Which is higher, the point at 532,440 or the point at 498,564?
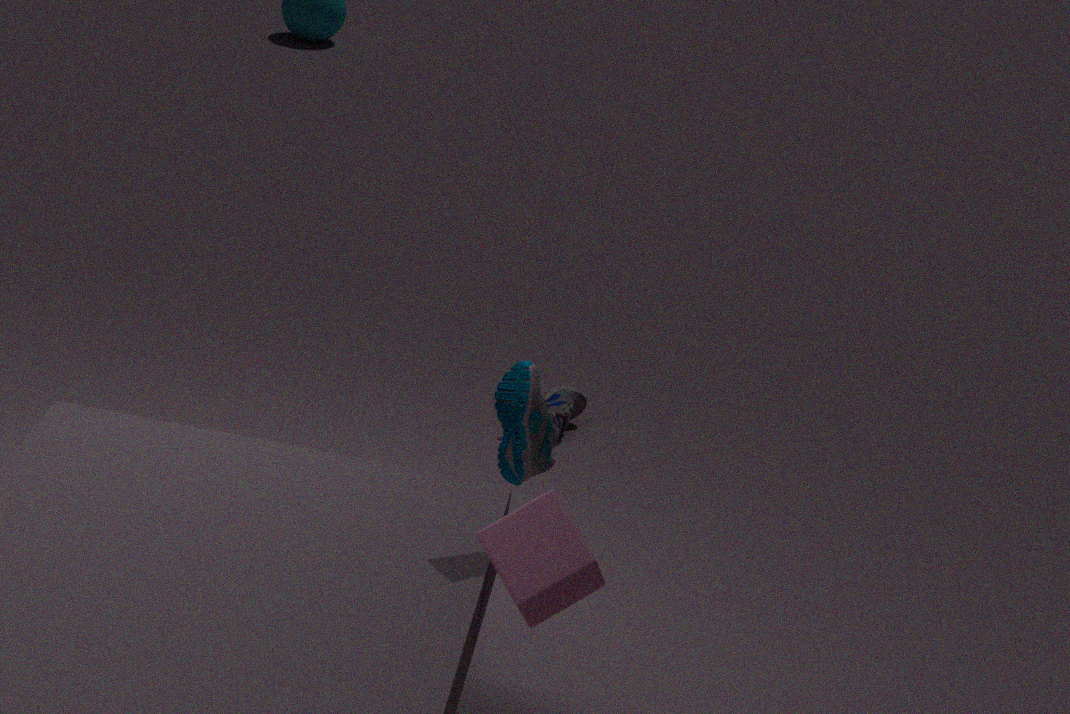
the point at 498,564
